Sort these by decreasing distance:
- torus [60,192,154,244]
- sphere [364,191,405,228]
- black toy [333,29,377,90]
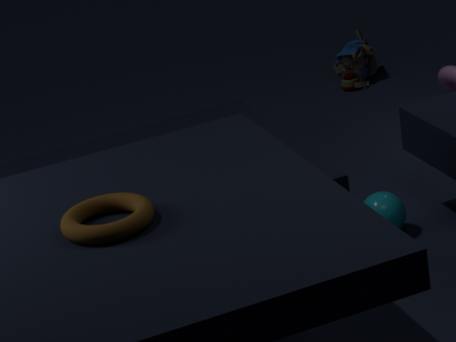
1. black toy [333,29,377,90]
2. sphere [364,191,405,228]
3. torus [60,192,154,244]
